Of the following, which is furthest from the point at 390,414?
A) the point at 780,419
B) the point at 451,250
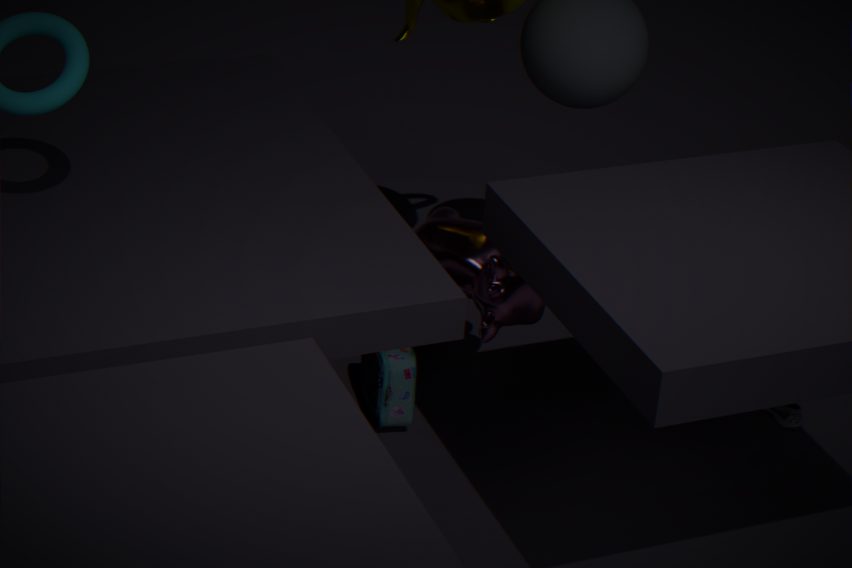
the point at 780,419
